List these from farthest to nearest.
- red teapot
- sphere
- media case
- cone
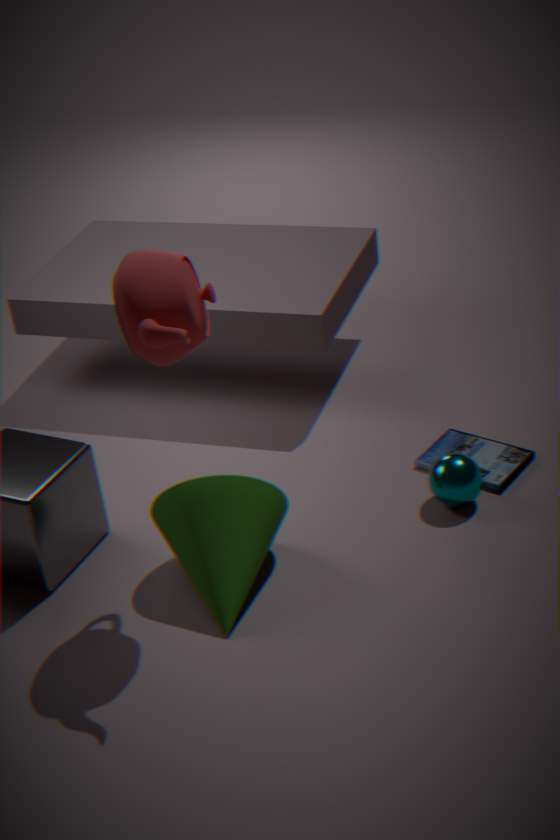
media case < sphere < cone < red teapot
